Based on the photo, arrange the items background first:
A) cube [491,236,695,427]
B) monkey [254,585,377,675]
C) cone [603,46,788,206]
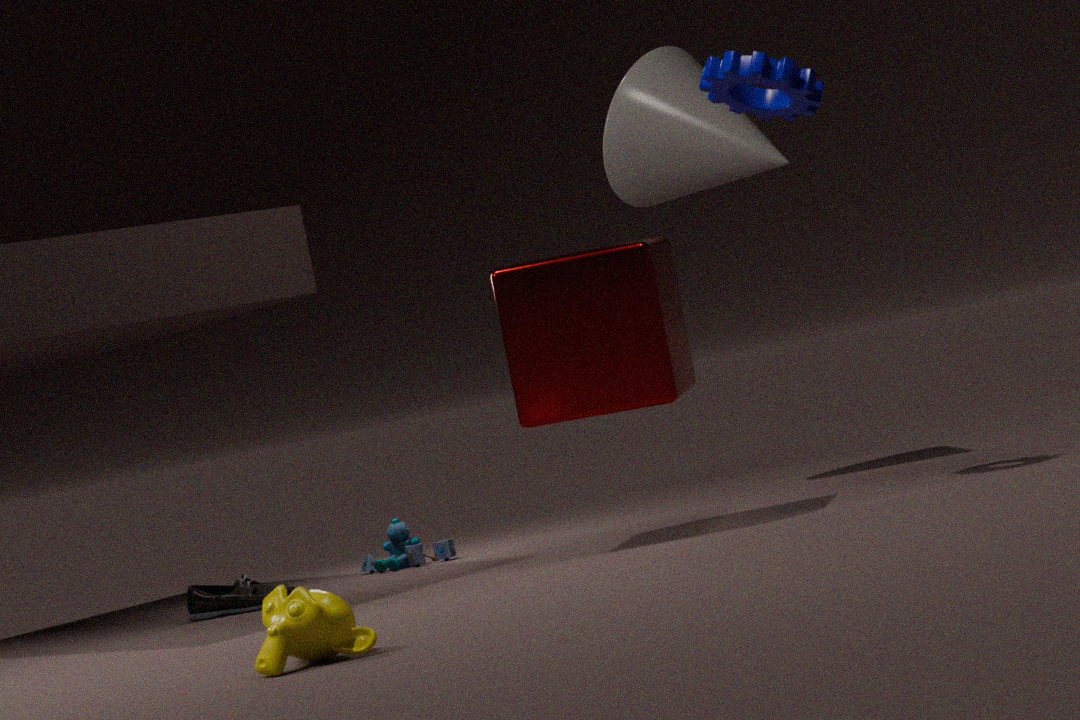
1. cone [603,46,788,206]
2. cube [491,236,695,427]
3. monkey [254,585,377,675]
